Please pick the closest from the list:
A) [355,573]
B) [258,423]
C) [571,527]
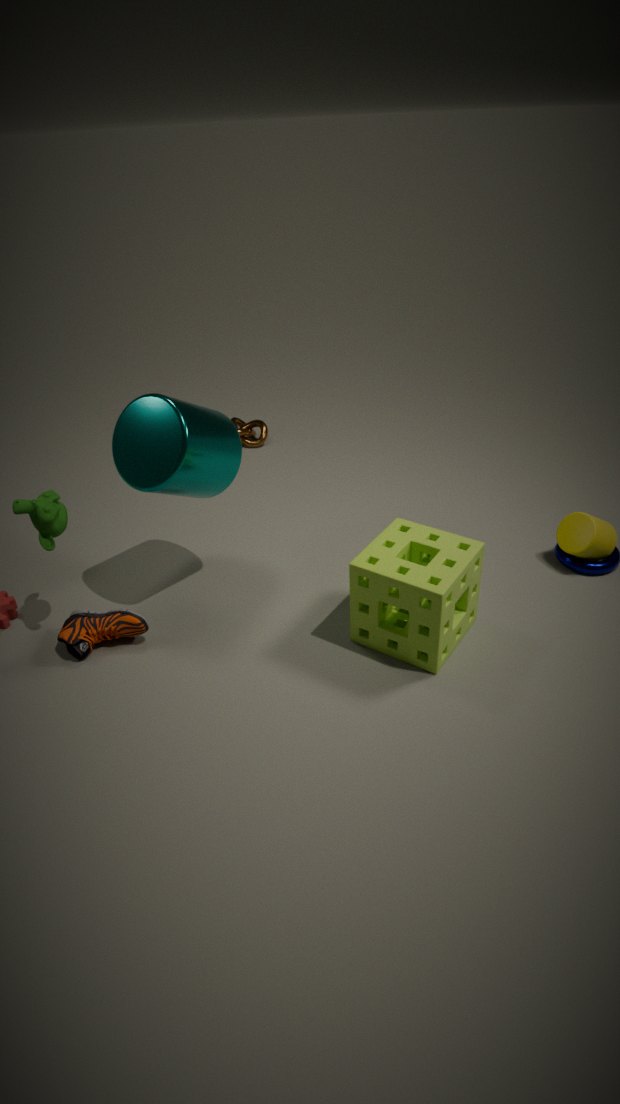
[355,573]
